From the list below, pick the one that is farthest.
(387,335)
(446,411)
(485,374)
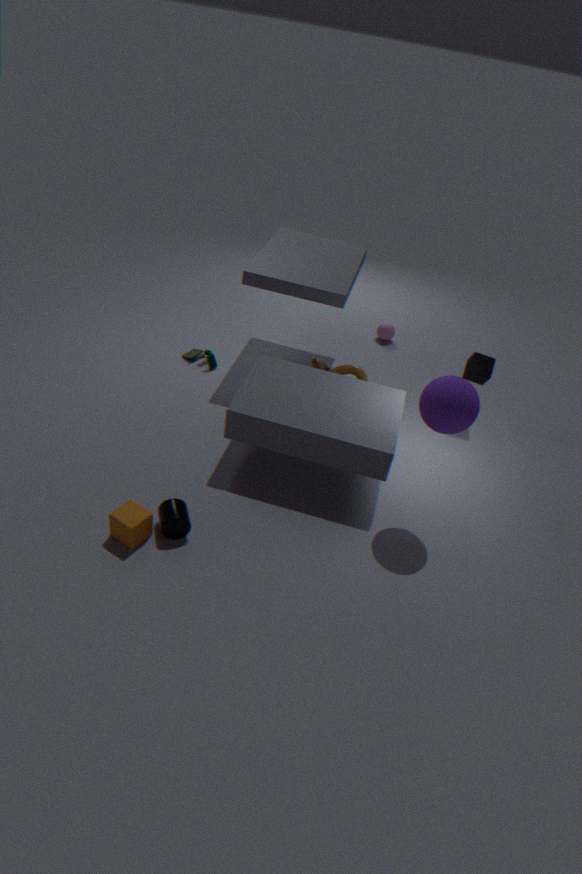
(387,335)
